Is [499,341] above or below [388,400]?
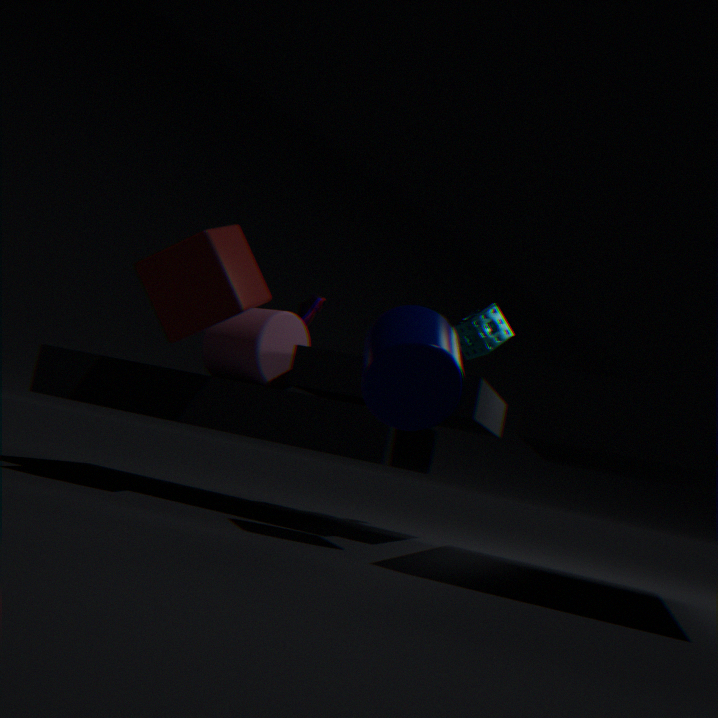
Result: above
